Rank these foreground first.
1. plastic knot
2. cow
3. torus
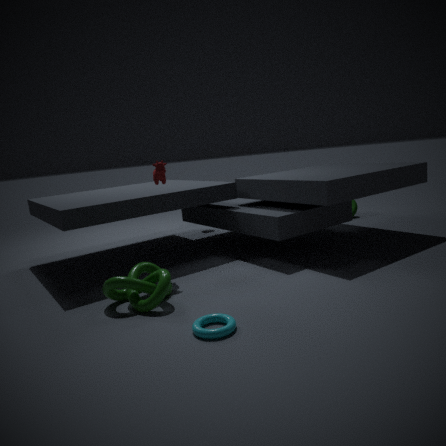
torus
plastic knot
cow
